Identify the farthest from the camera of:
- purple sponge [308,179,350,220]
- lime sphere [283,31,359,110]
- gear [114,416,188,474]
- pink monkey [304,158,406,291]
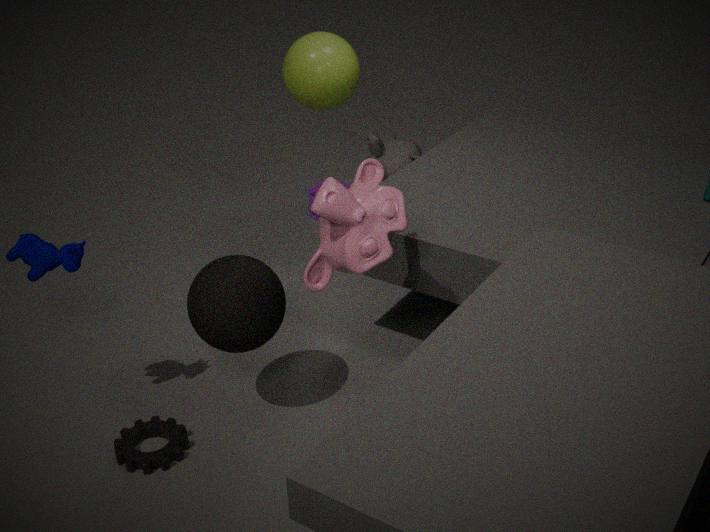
purple sponge [308,179,350,220]
